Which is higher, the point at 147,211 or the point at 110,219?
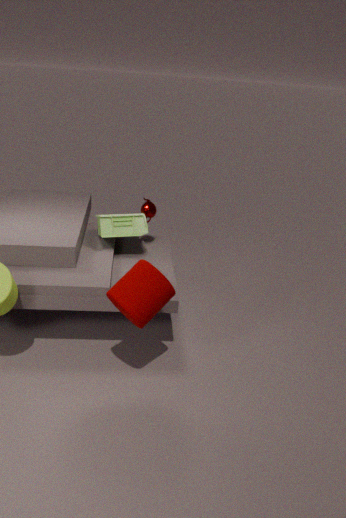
the point at 147,211
